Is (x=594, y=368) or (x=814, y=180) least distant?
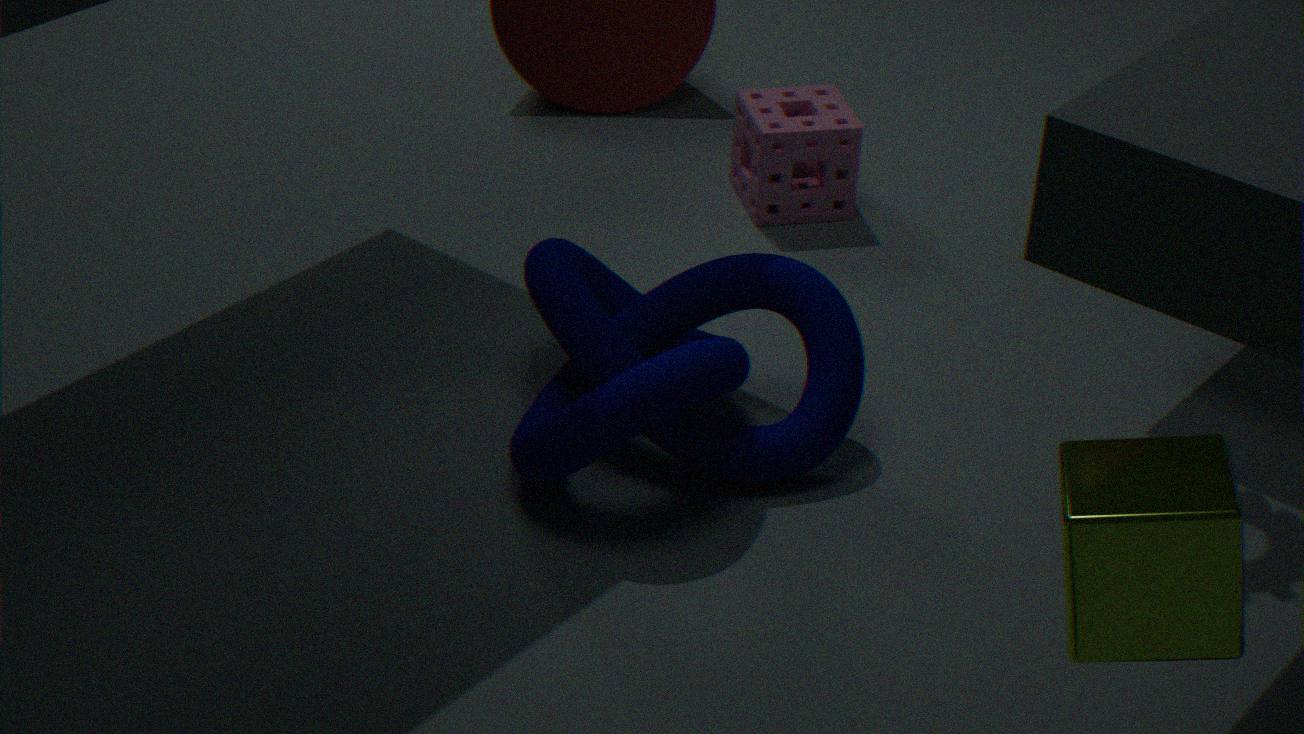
(x=594, y=368)
